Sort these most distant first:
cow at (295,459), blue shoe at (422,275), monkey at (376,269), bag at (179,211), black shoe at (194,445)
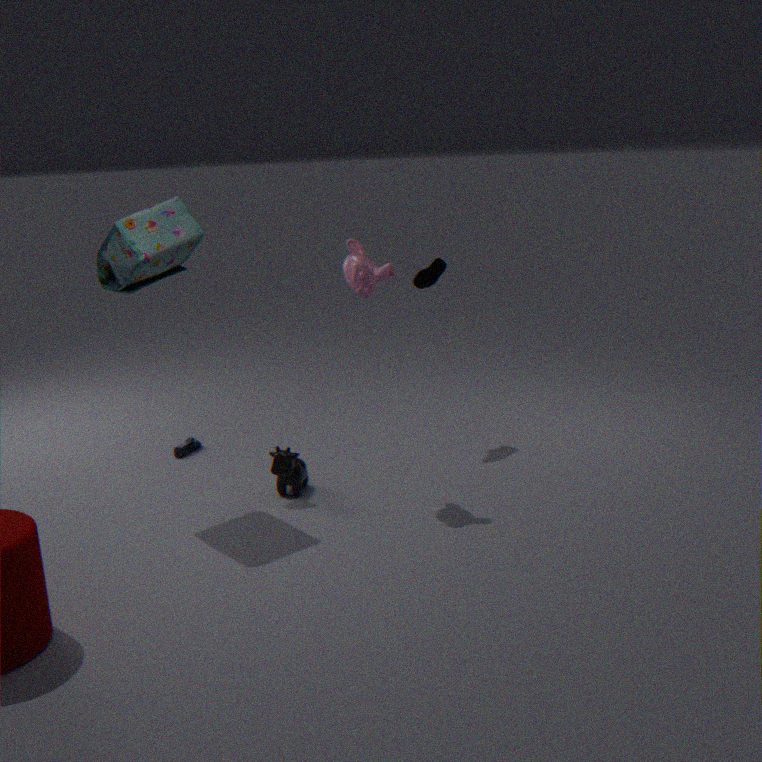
black shoe at (194,445) < blue shoe at (422,275) < cow at (295,459) < monkey at (376,269) < bag at (179,211)
